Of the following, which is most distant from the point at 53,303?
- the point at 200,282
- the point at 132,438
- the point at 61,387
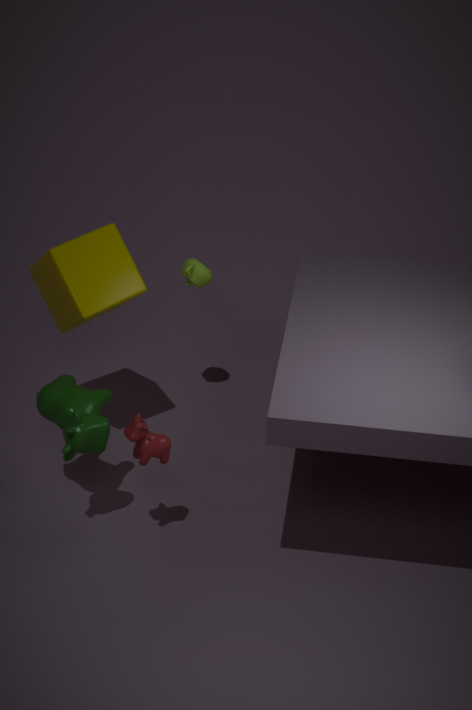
the point at 132,438
